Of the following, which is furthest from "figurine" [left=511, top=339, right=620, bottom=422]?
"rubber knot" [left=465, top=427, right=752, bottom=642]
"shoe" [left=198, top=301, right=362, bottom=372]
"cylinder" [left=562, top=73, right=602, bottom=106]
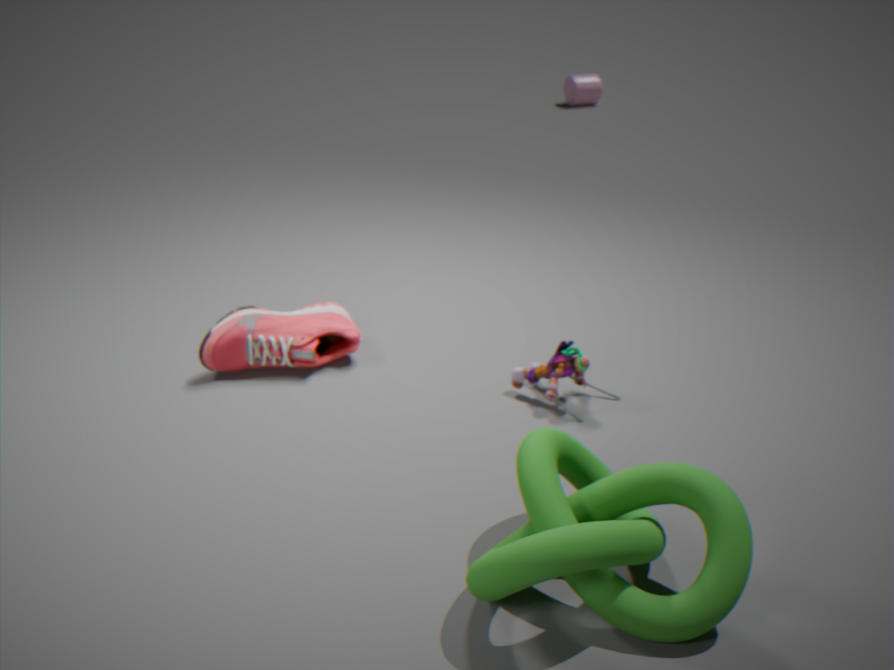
"cylinder" [left=562, top=73, right=602, bottom=106]
